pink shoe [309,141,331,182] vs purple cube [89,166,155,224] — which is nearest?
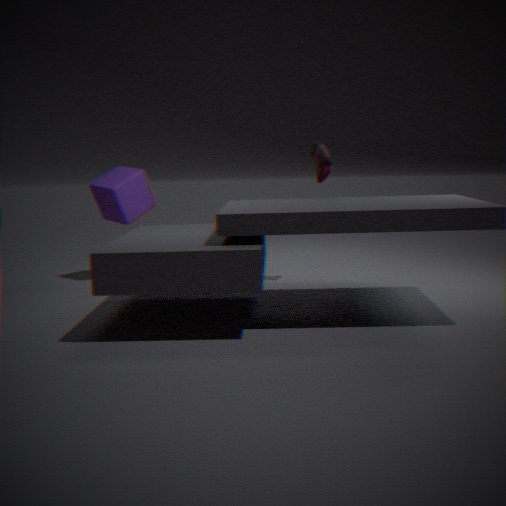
pink shoe [309,141,331,182]
